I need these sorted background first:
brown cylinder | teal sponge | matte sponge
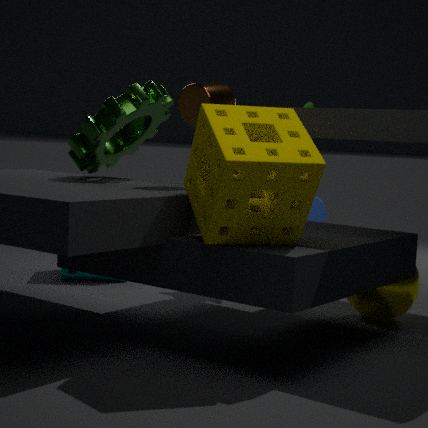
teal sponge → brown cylinder → matte sponge
